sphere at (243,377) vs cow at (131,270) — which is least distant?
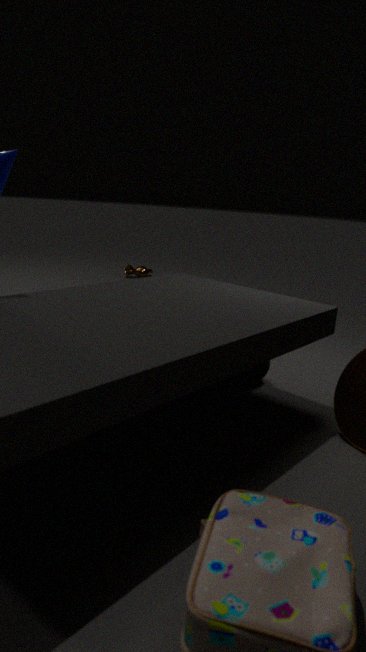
sphere at (243,377)
